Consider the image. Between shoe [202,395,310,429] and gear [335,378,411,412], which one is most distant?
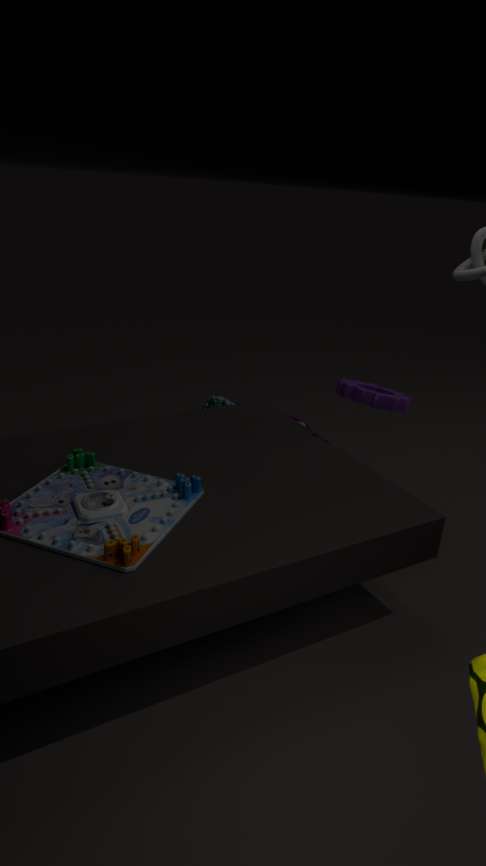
shoe [202,395,310,429]
